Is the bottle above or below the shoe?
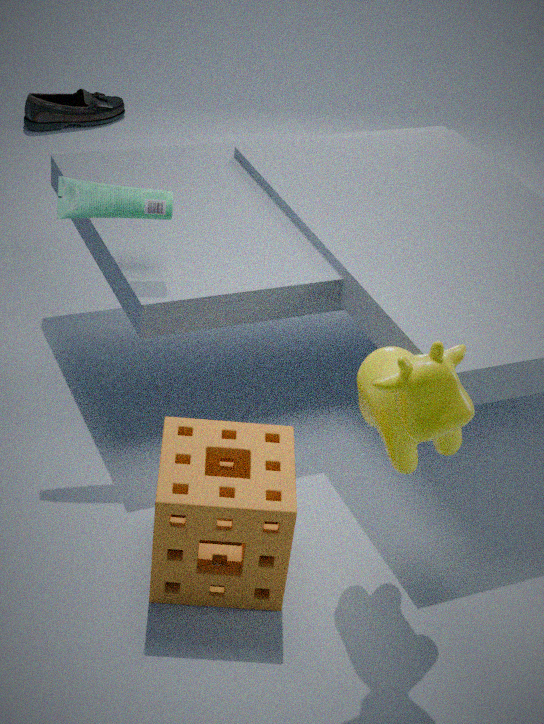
above
